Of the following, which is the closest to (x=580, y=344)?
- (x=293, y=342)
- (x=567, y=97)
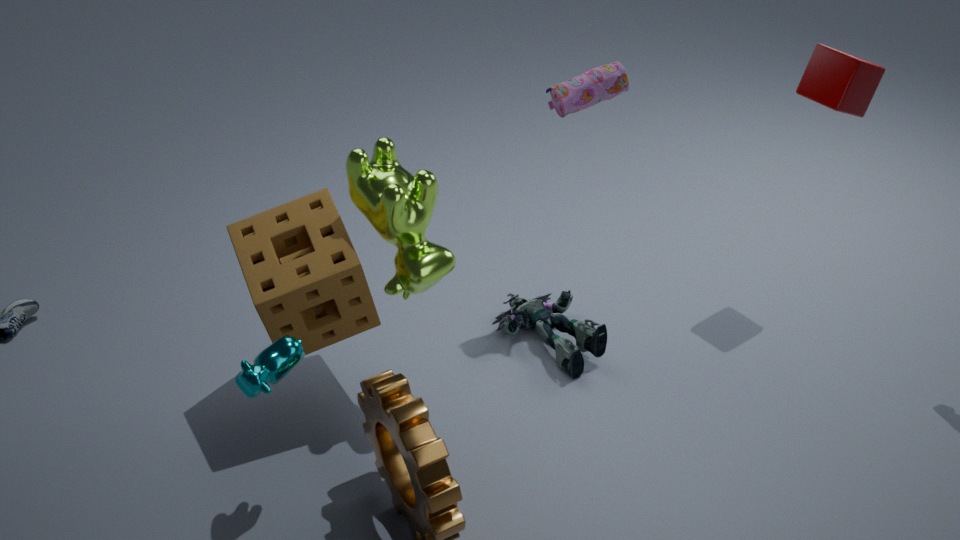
(x=567, y=97)
